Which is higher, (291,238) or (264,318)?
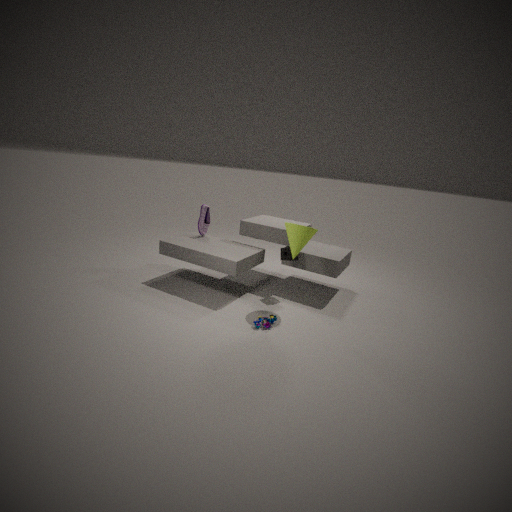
(291,238)
